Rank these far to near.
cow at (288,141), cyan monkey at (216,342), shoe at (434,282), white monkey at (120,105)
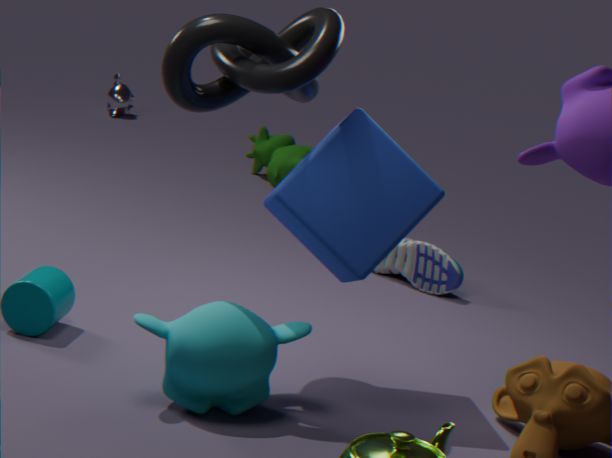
white monkey at (120,105)
cow at (288,141)
shoe at (434,282)
cyan monkey at (216,342)
